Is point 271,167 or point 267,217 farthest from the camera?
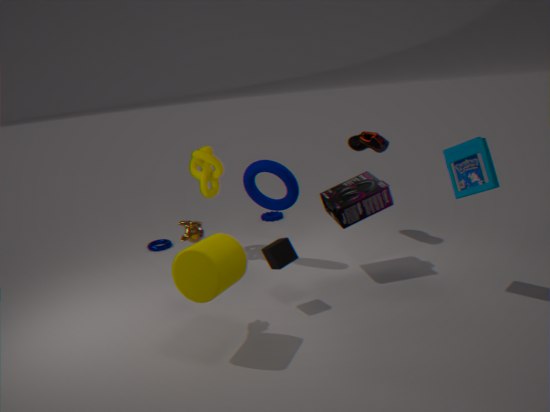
point 267,217
